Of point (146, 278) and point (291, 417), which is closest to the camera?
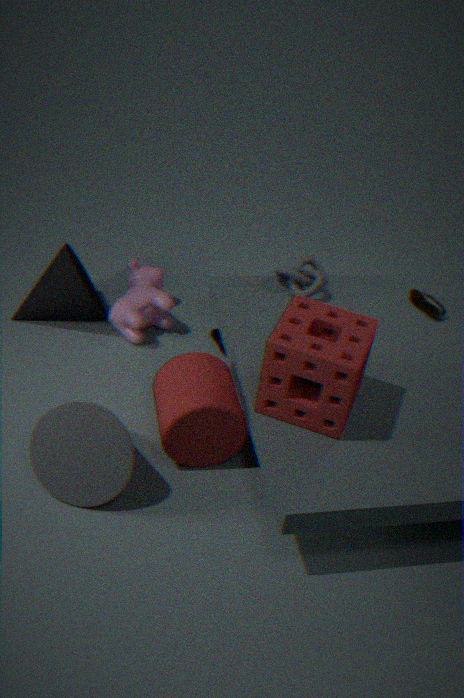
point (291, 417)
